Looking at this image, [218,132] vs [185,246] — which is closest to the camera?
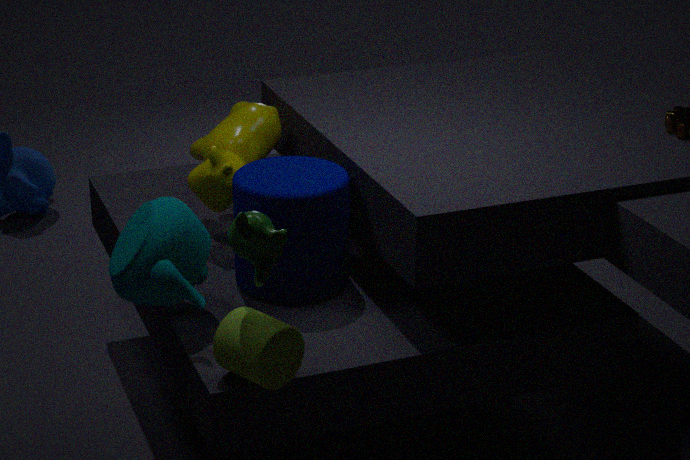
[185,246]
